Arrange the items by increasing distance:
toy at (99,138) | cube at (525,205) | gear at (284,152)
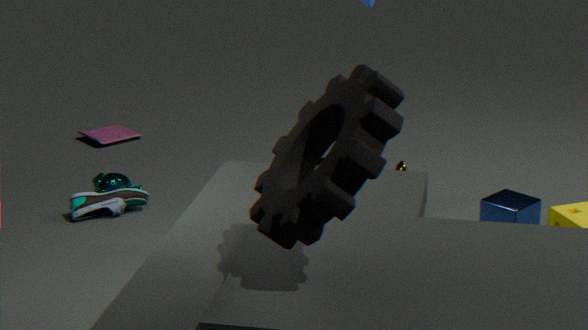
gear at (284,152) < cube at (525,205) < toy at (99,138)
